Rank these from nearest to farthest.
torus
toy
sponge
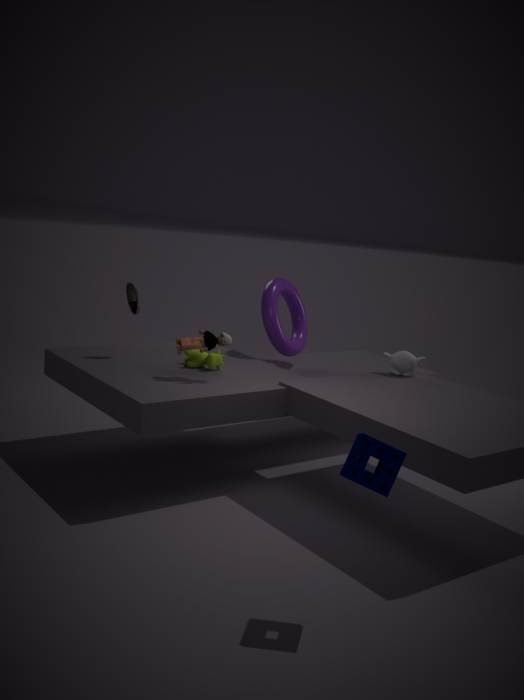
sponge < toy < torus
